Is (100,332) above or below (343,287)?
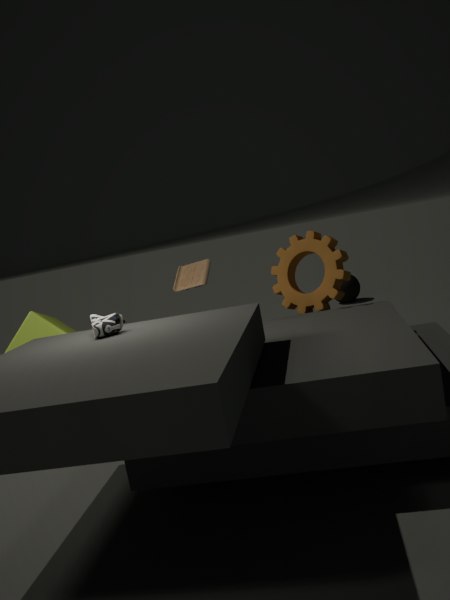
above
